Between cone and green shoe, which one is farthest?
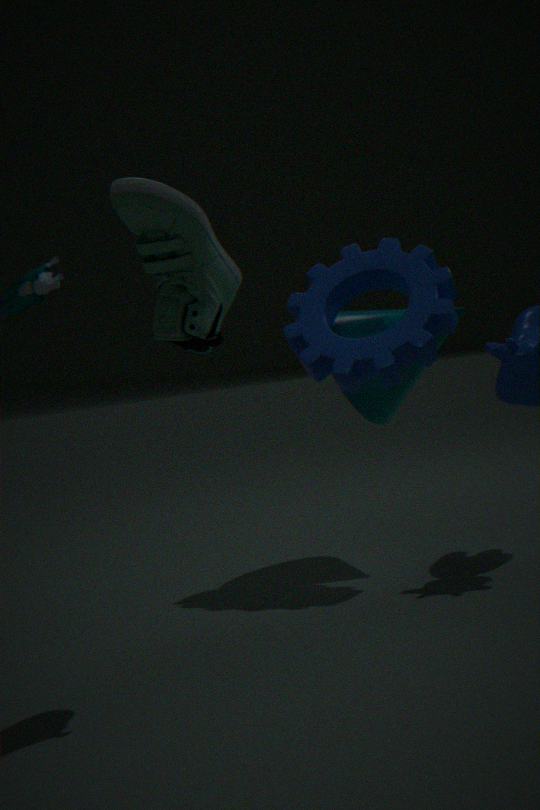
cone
